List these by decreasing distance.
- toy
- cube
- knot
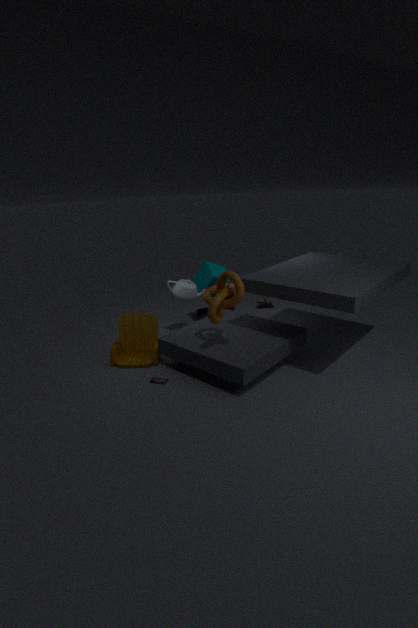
cube
toy
knot
